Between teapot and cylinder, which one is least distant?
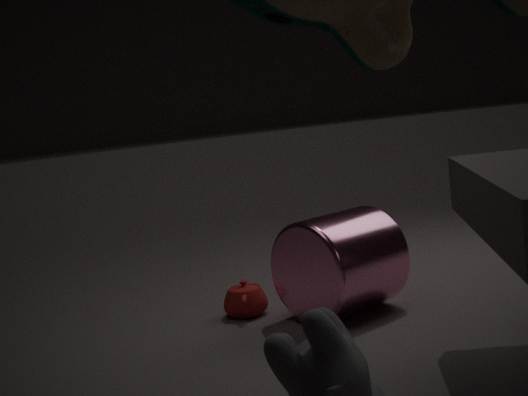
cylinder
